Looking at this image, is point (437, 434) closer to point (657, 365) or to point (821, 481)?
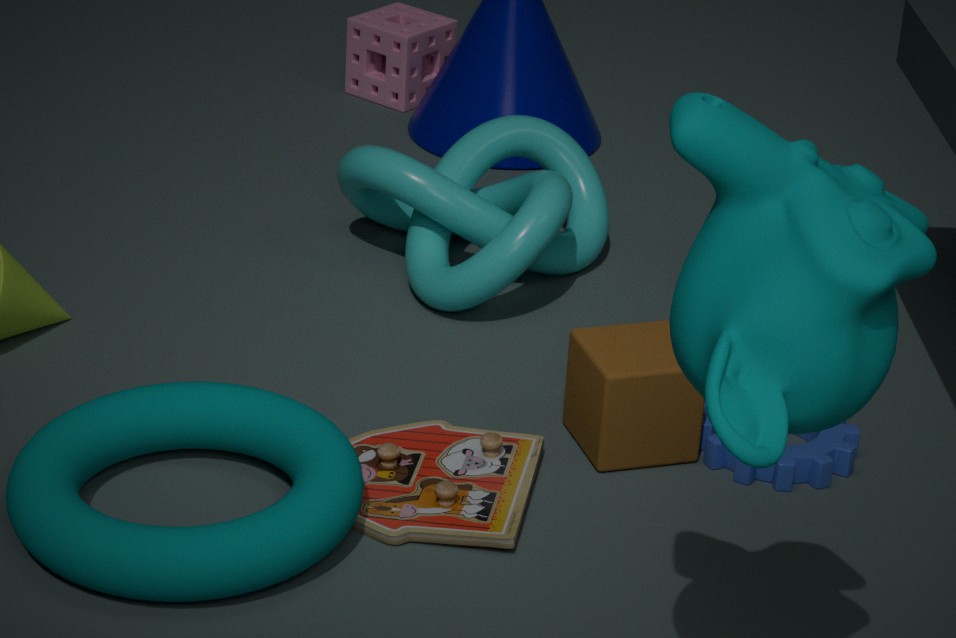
point (657, 365)
